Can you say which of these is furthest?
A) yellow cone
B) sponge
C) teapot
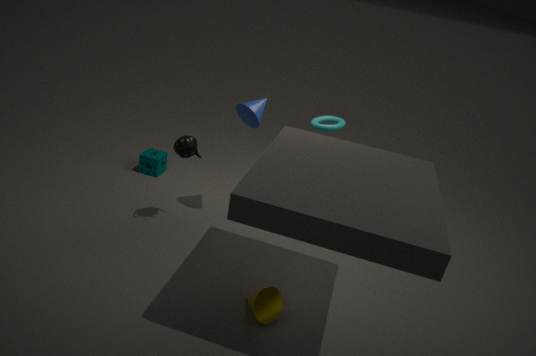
sponge
